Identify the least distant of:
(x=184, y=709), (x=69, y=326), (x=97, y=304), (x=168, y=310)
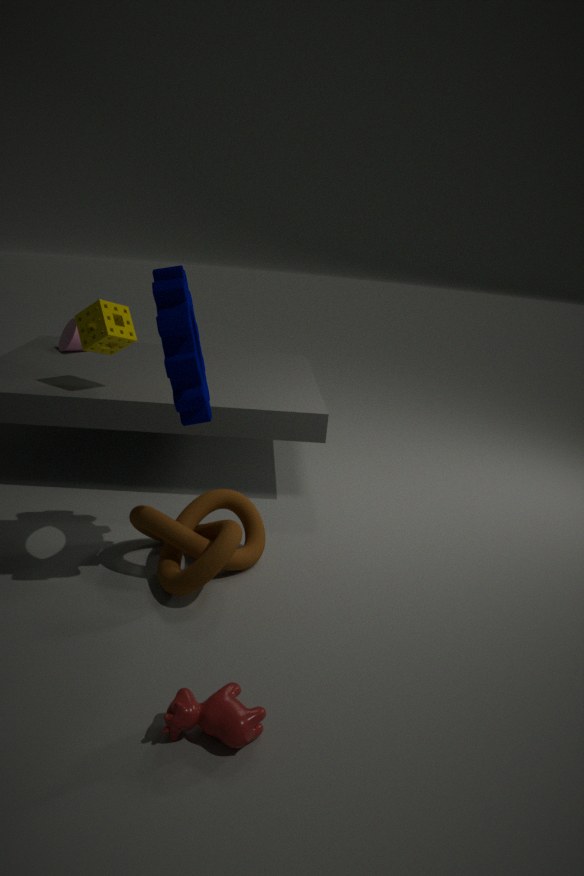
(x=184, y=709)
